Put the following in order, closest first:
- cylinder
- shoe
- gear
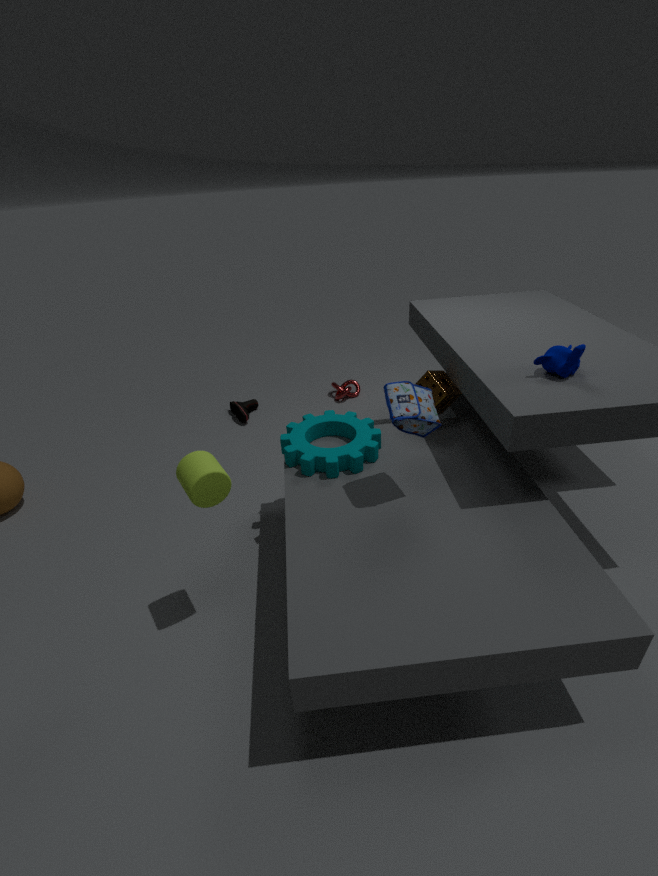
cylinder → gear → shoe
